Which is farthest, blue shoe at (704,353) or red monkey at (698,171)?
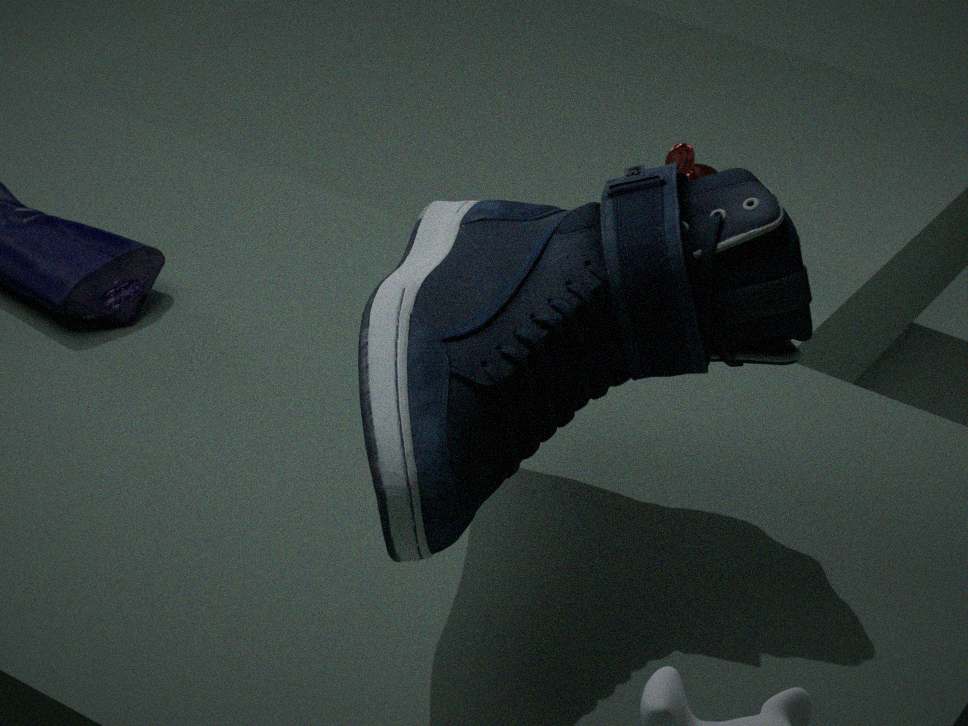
red monkey at (698,171)
